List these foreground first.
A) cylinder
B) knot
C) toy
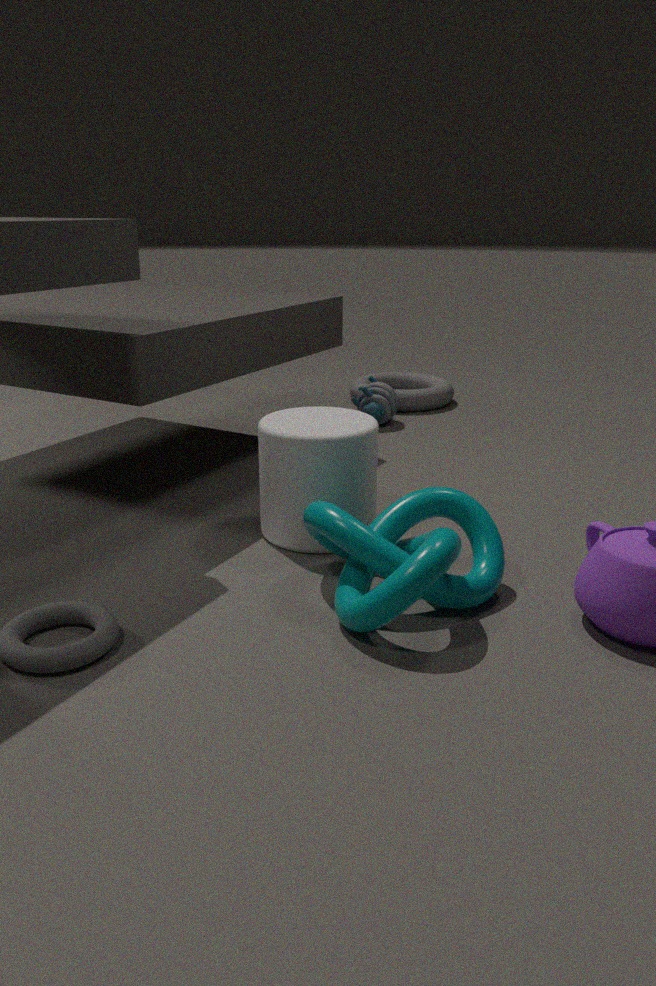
knot
cylinder
toy
